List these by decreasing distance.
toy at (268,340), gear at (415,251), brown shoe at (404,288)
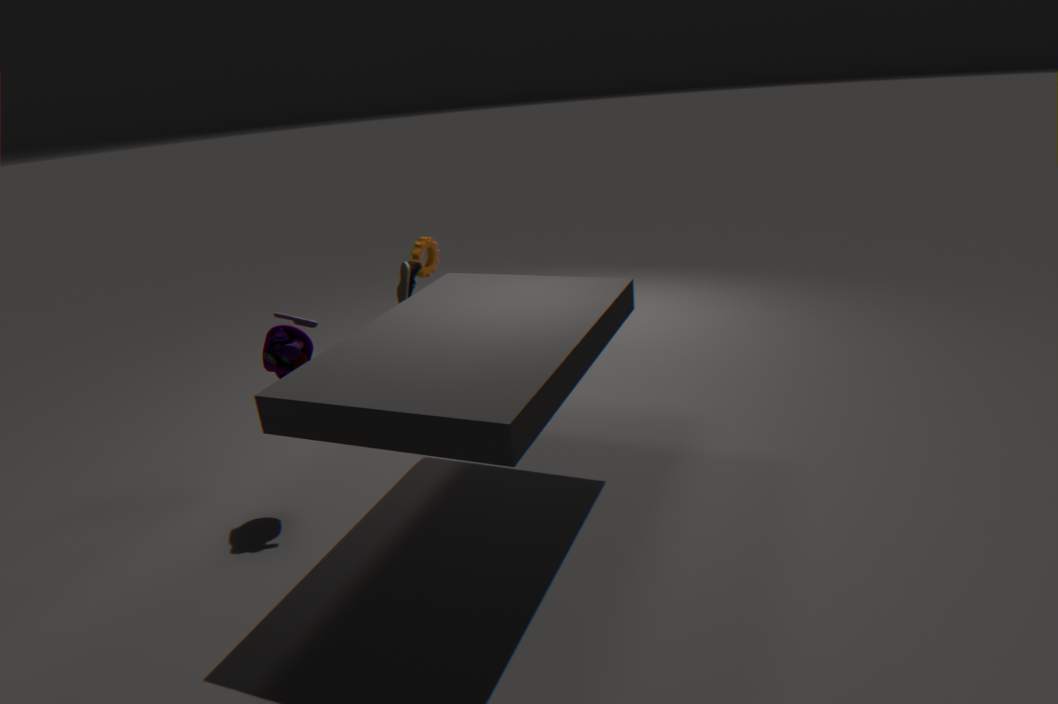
gear at (415,251)
brown shoe at (404,288)
toy at (268,340)
